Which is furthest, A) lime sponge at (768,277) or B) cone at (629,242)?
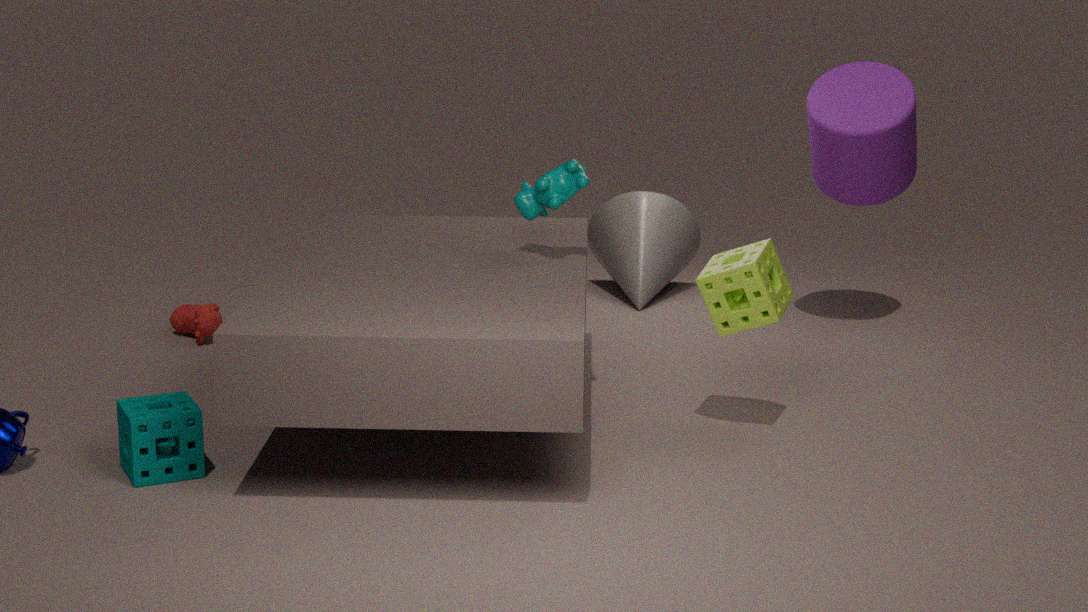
B. cone at (629,242)
